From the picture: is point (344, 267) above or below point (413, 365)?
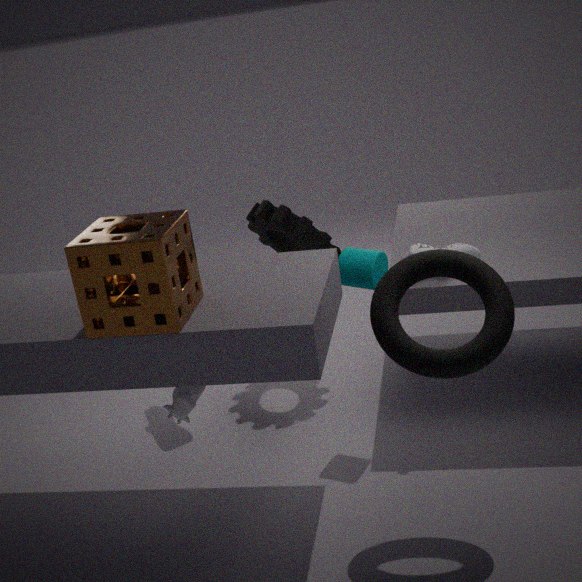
below
